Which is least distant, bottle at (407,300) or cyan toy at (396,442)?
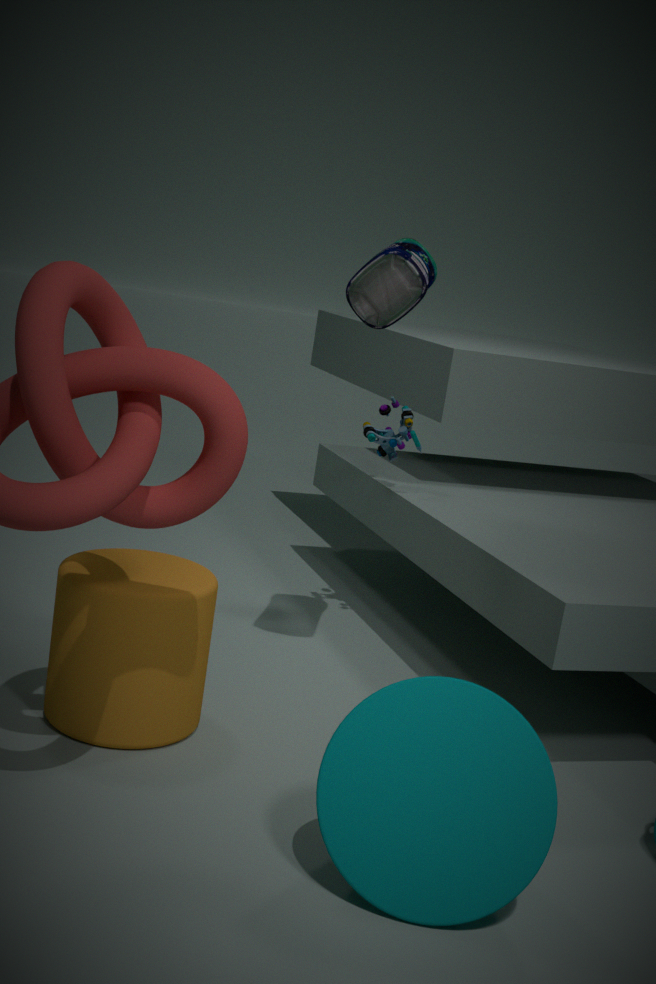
bottle at (407,300)
